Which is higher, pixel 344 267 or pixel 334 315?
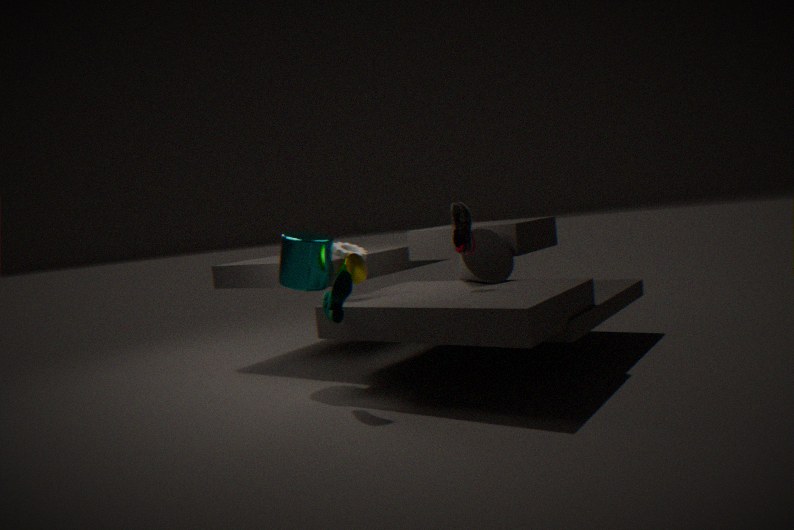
pixel 344 267
